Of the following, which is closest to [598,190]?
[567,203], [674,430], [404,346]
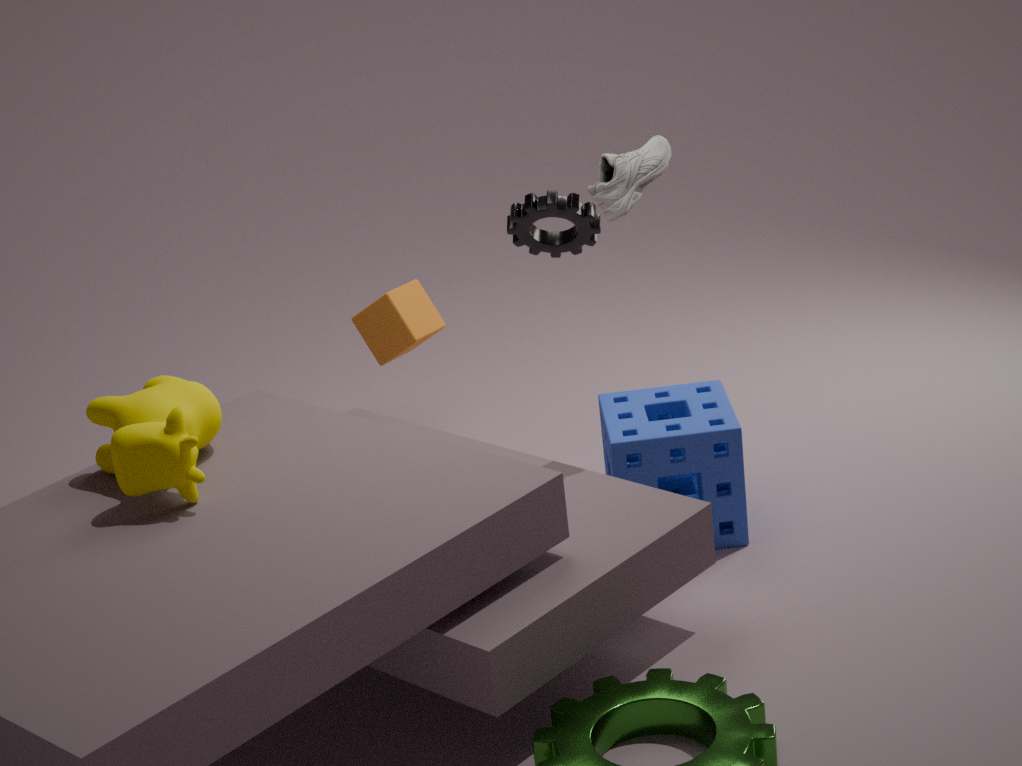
[567,203]
